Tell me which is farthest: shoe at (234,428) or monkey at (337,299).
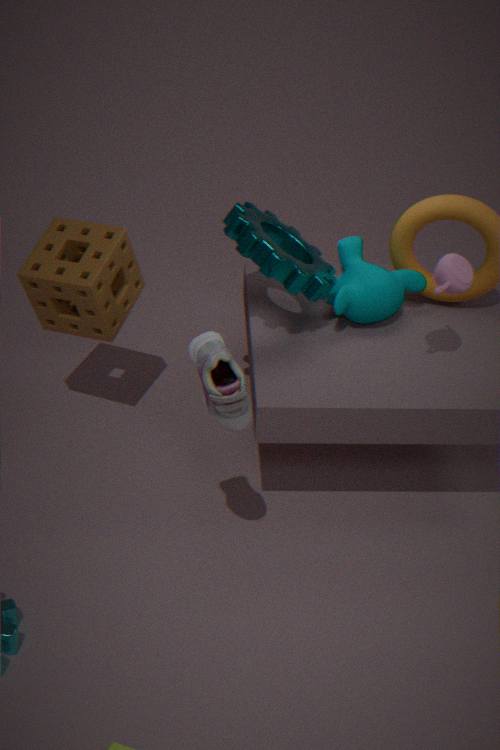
monkey at (337,299)
